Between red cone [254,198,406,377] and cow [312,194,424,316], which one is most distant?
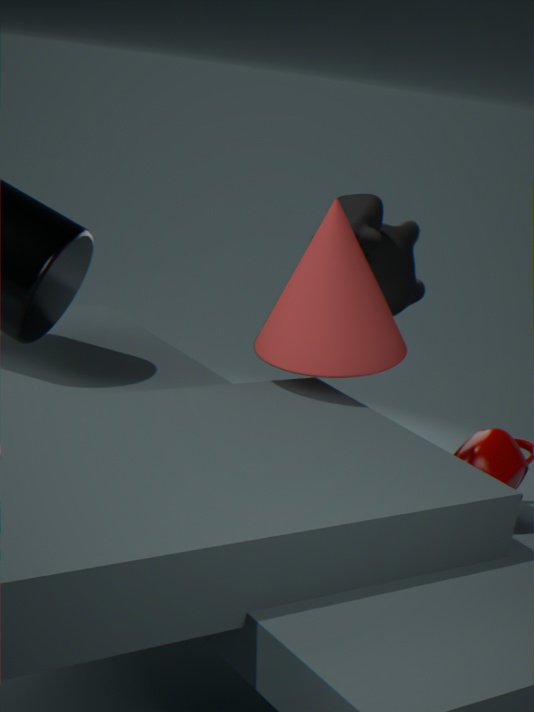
cow [312,194,424,316]
